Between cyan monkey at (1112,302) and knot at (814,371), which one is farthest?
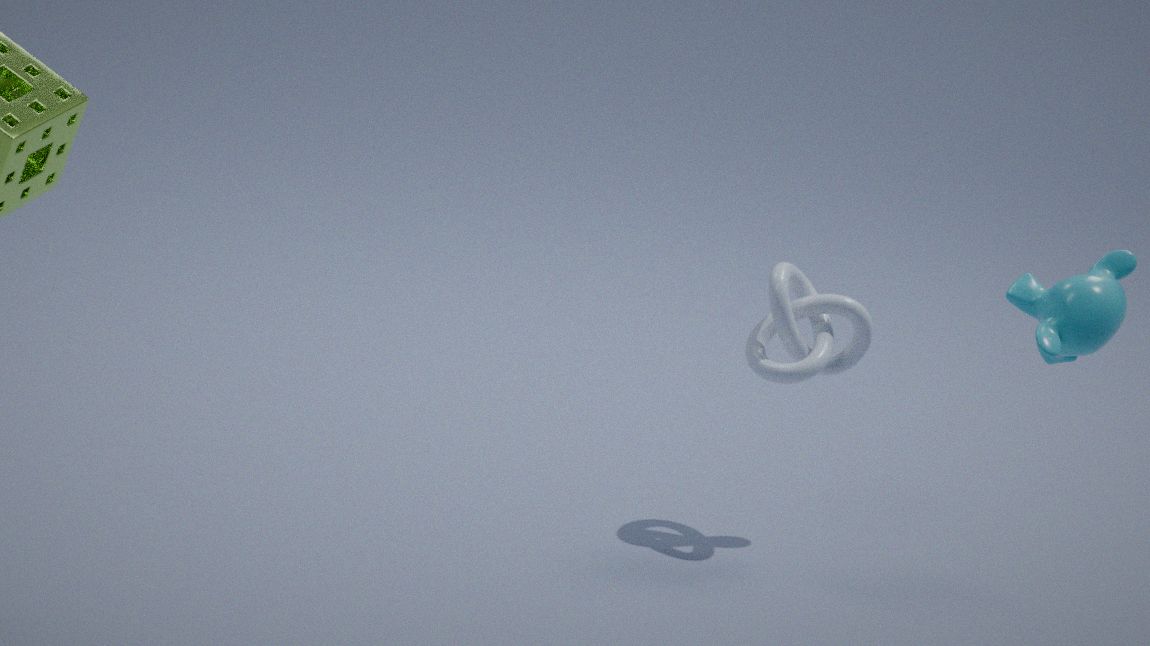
knot at (814,371)
